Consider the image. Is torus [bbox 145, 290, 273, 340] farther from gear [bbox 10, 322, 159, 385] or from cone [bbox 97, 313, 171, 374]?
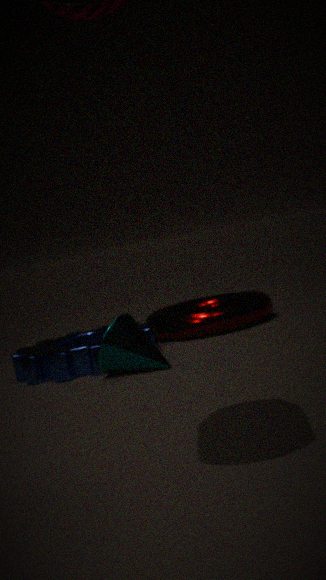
cone [bbox 97, 313, 171, 374]
